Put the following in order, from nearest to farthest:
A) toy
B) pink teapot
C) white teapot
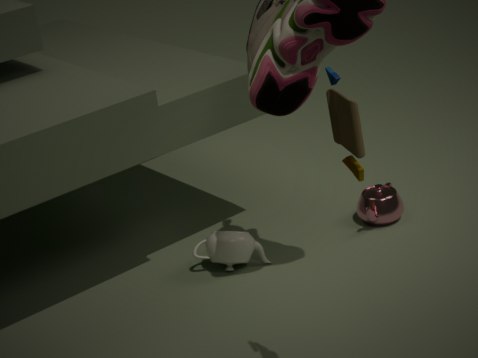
toy → white teapot → pink teapot
